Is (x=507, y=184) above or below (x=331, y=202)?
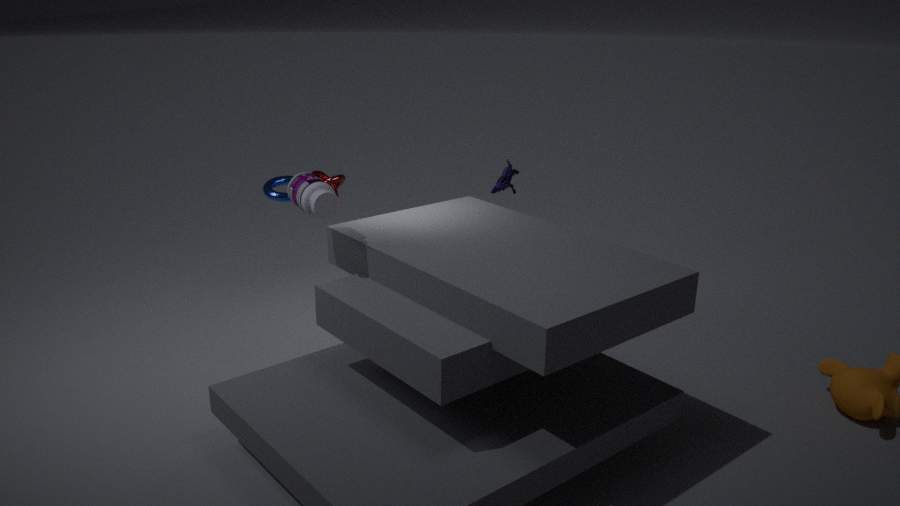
below
